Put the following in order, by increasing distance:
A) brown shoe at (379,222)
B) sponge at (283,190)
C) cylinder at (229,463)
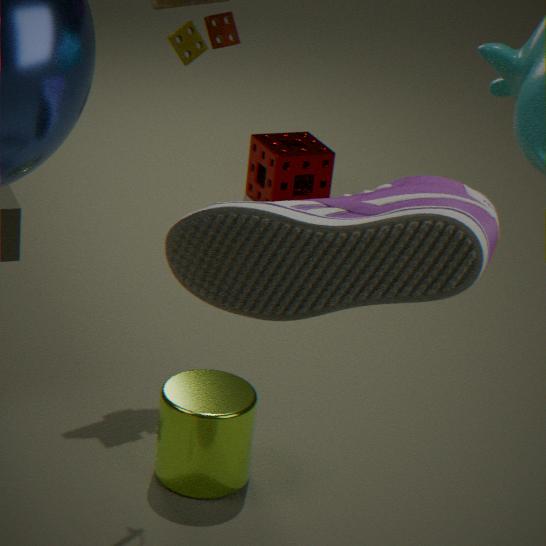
brown shoe at (379,222)
cylinder at (229,463)
sponge at (283,190)
